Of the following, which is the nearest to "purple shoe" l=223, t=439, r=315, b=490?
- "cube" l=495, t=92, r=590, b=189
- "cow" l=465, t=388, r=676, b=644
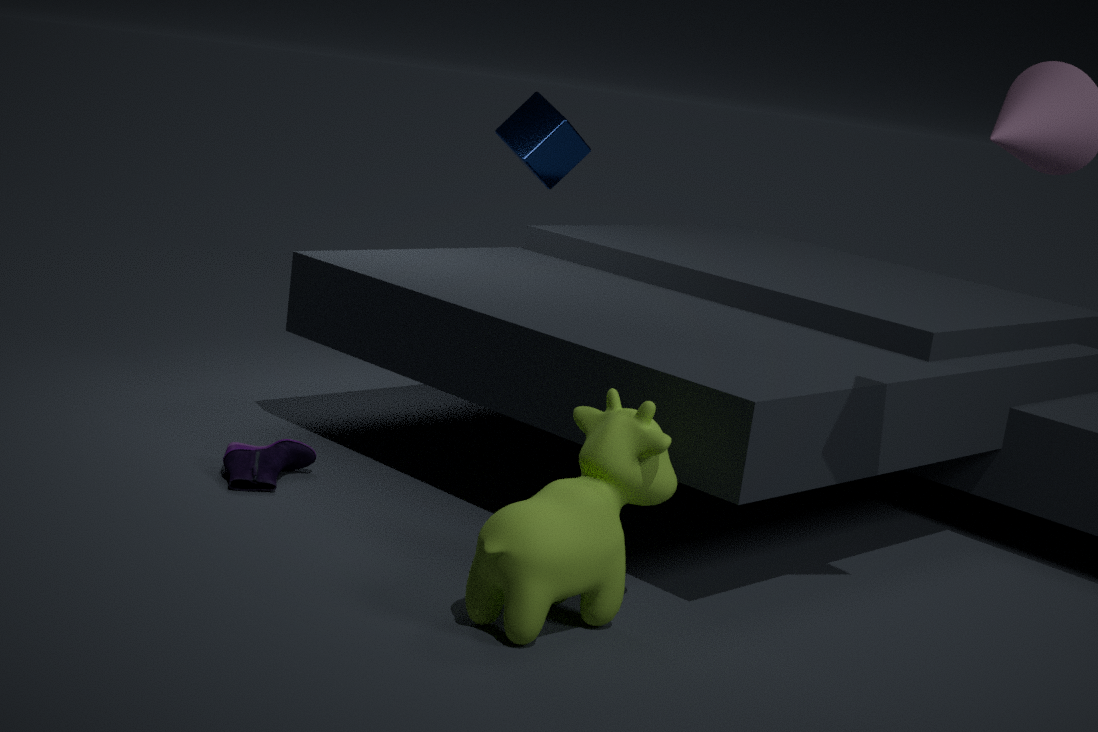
"cow" l=465, t=388, r=676, b=644
